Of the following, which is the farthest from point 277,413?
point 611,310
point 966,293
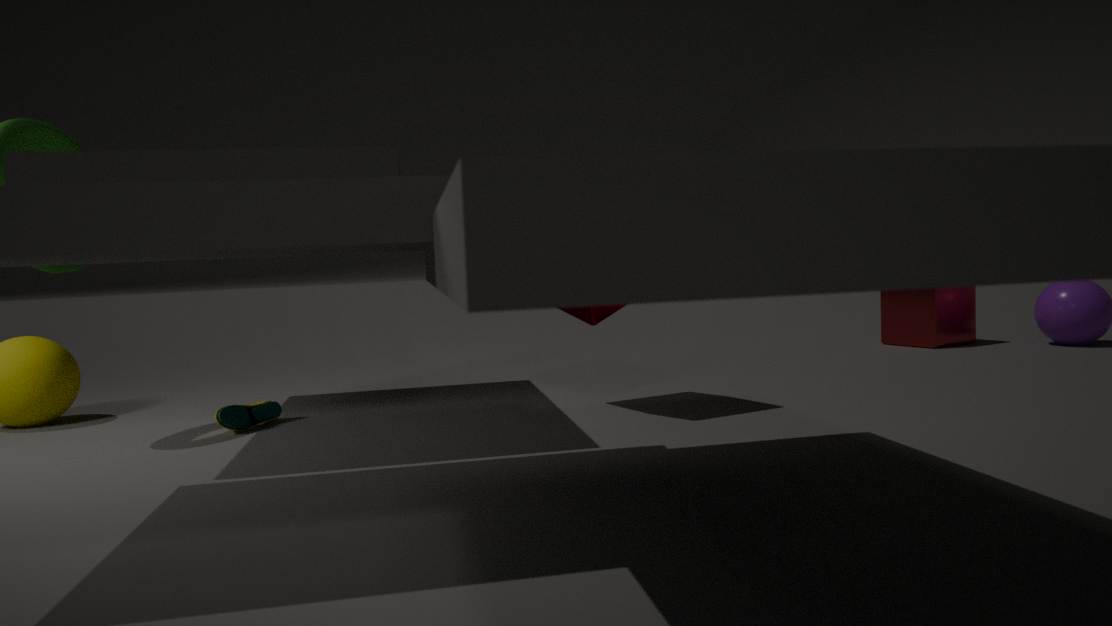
point 966,293
